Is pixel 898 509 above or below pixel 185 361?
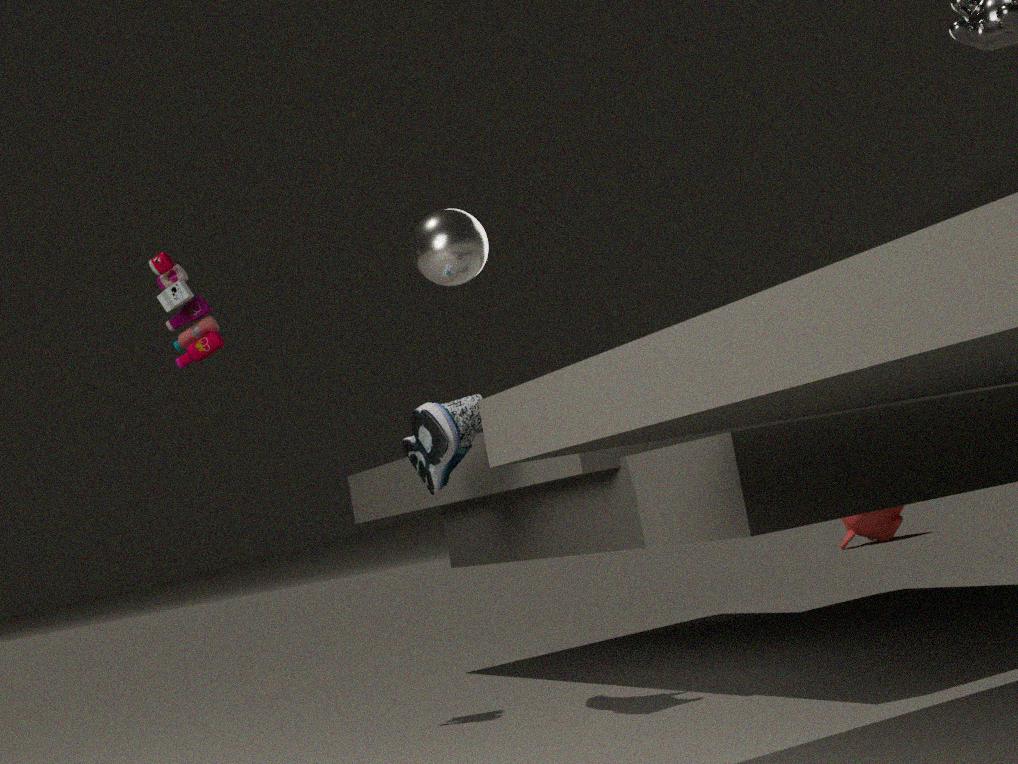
below
